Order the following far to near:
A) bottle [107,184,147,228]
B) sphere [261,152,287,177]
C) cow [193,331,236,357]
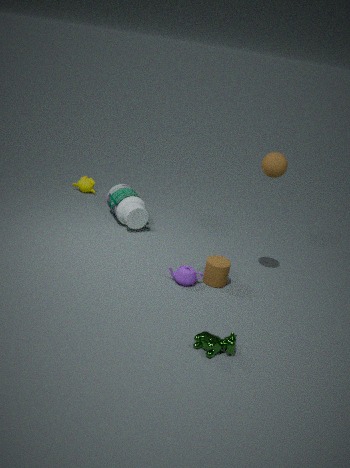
1. bottle [107,184,147,228]
2. sphere [261,152,287,177]
3. cow [193,331,236,357]
